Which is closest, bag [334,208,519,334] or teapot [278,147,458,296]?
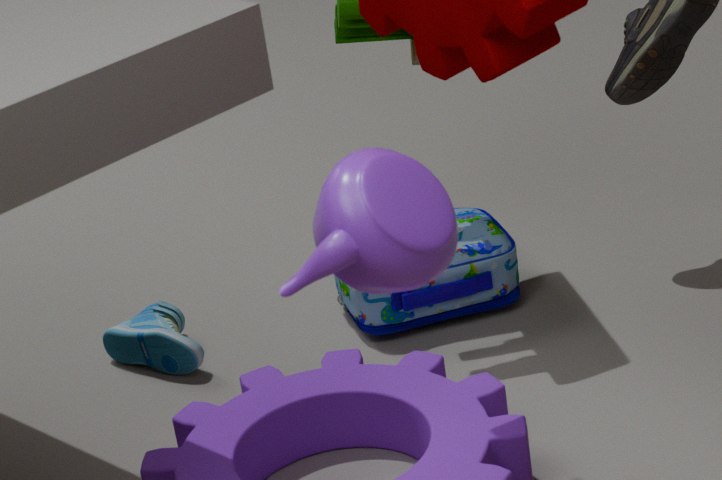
teapot [278,147,458,296]
